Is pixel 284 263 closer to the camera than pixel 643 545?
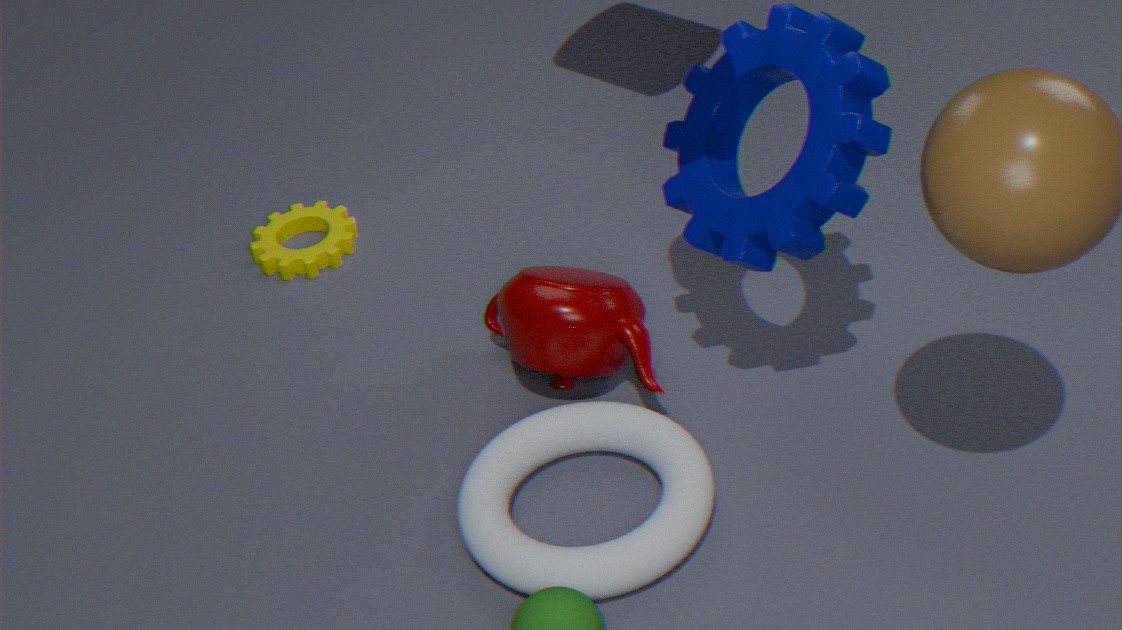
No
